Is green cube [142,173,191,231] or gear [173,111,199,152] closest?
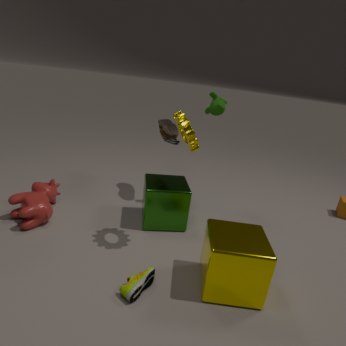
gear [173,111,199,152]
